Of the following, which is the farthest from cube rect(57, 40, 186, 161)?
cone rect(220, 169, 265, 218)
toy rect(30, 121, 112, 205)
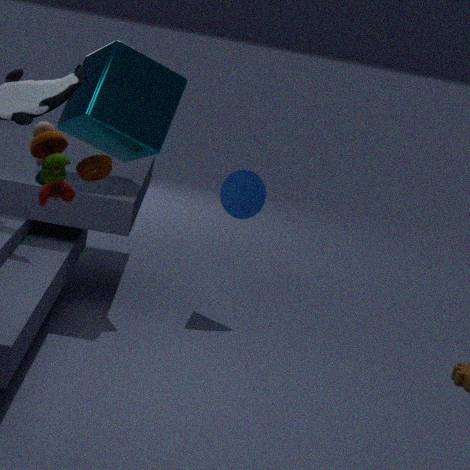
toy rect(30, 121, 112, 205)
